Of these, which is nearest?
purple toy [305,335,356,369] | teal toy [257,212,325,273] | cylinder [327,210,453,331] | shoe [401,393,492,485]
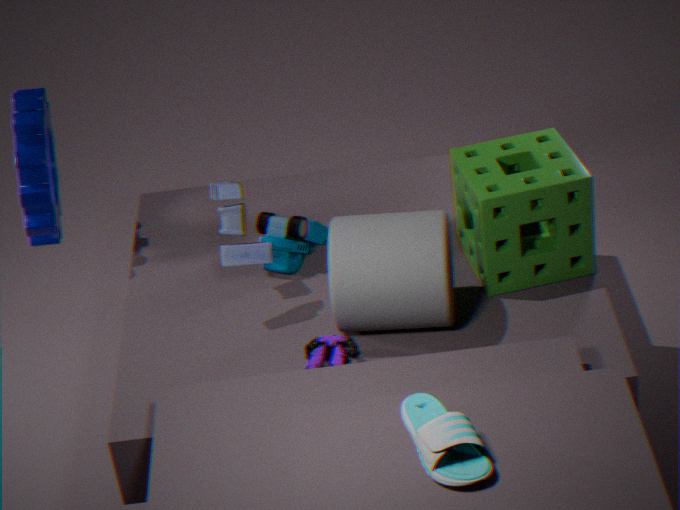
shoe [401,393,492,485]
